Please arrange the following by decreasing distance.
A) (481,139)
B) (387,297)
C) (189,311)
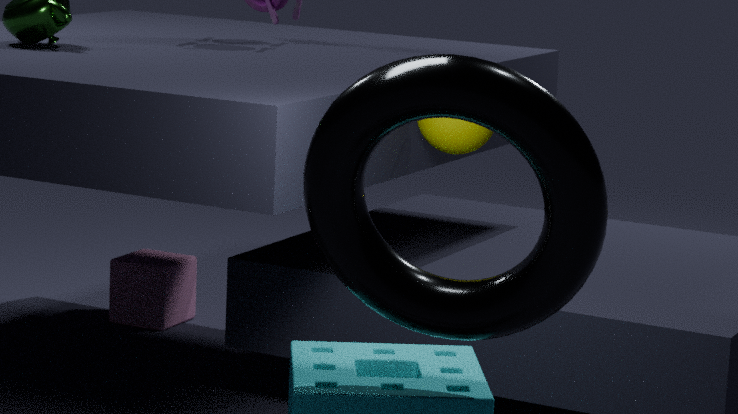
(189,311) → (481,139) → (387,297)
